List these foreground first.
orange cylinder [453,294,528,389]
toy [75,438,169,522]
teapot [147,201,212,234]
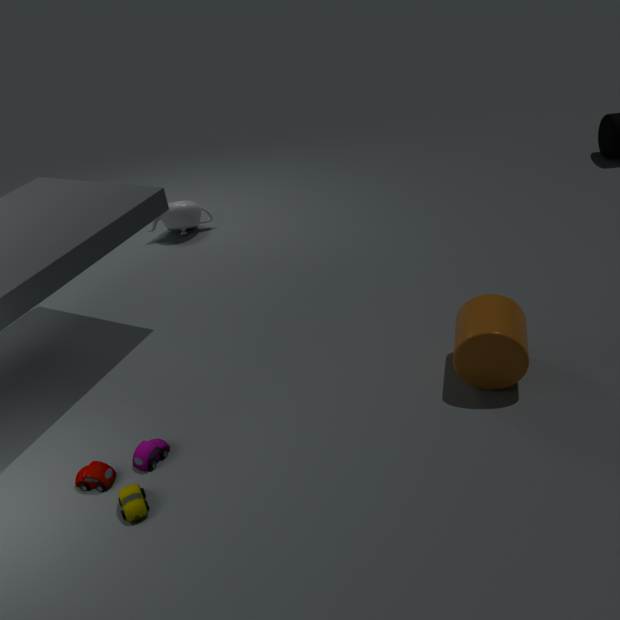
toy [75,438,169,522] → orange cylinder [453,294,528,389] → teapot [147,201,212,234]
